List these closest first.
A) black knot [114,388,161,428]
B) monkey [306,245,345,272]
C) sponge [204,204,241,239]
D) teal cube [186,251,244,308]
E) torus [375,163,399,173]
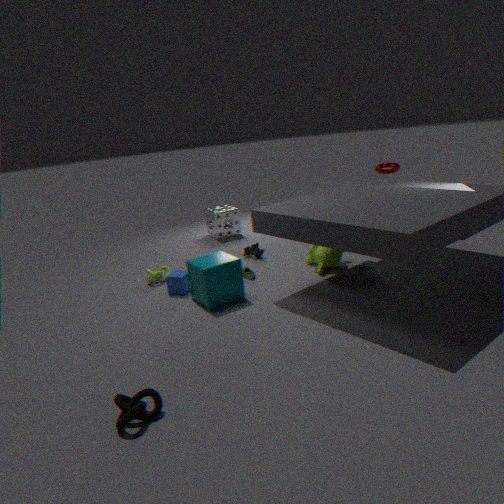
1. A. black knot [114,388,161,428]
2. D. teal cube [186,251,244,308]
3. B. monkey [306,245,345,272]
4. E. torus [375,163,399,173]
5. C. sponge [204,204,241,239]
